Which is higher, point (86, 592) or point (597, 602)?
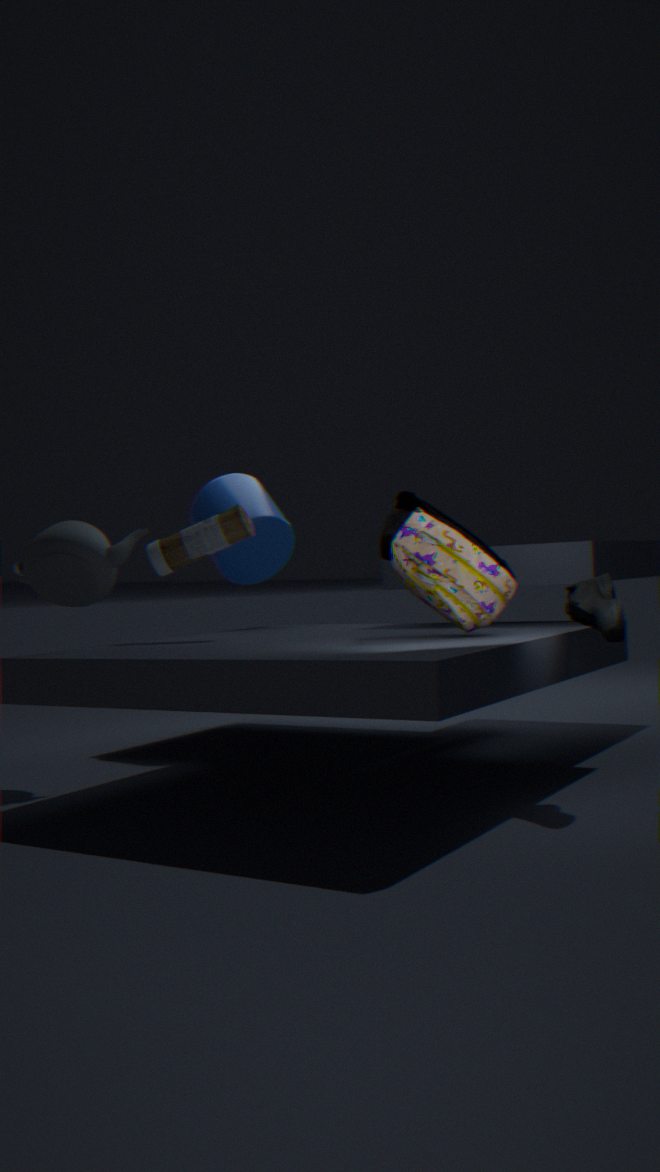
point (86, 592)
